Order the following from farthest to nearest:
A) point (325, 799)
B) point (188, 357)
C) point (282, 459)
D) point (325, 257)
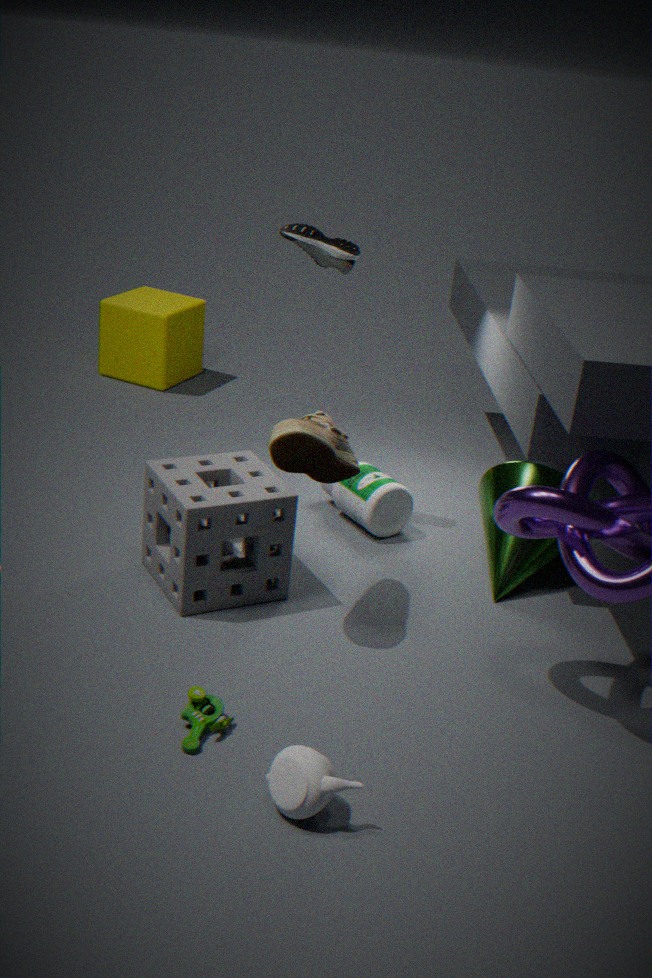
point (188, 357), point (325, 257), point (282, 459), point (325, 799)
